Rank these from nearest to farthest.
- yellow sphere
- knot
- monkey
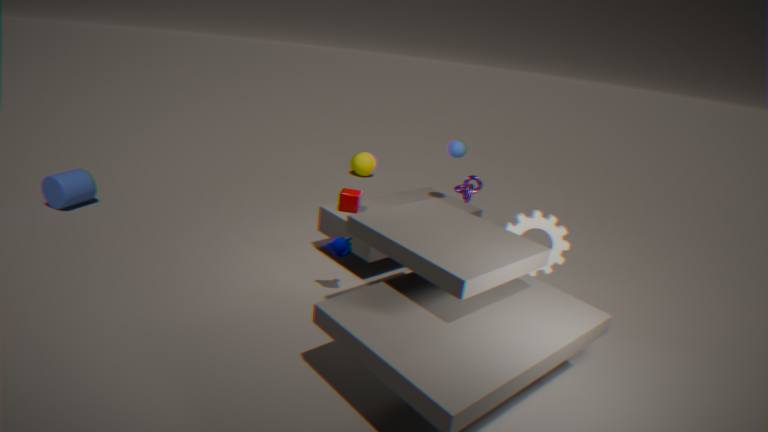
1. monkey
2. knot
3. yellow sphere
